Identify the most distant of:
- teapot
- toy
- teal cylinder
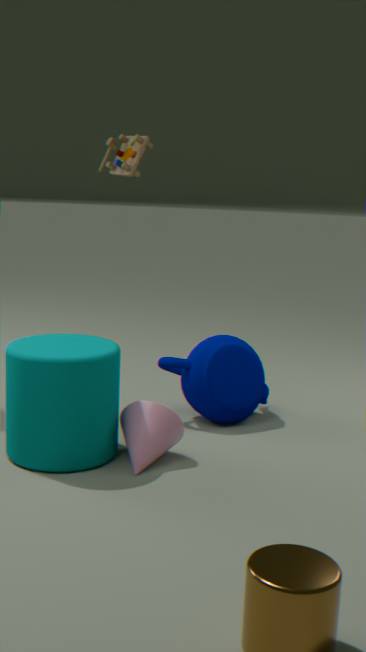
toy
